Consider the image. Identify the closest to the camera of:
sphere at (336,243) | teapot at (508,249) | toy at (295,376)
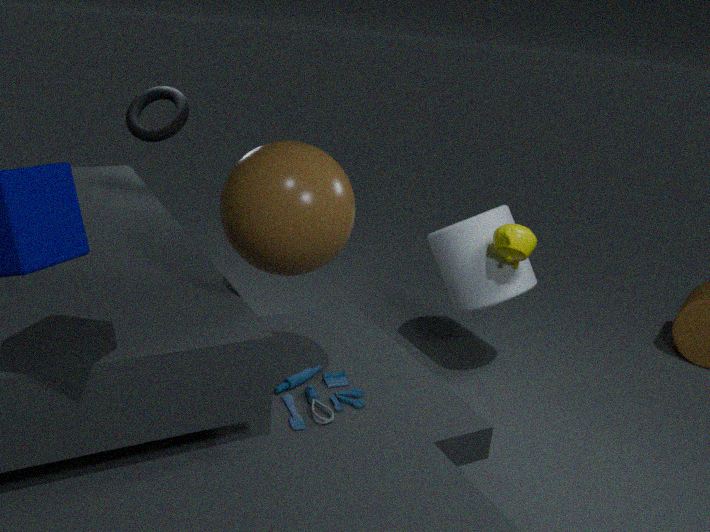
sphere at (336,243)
